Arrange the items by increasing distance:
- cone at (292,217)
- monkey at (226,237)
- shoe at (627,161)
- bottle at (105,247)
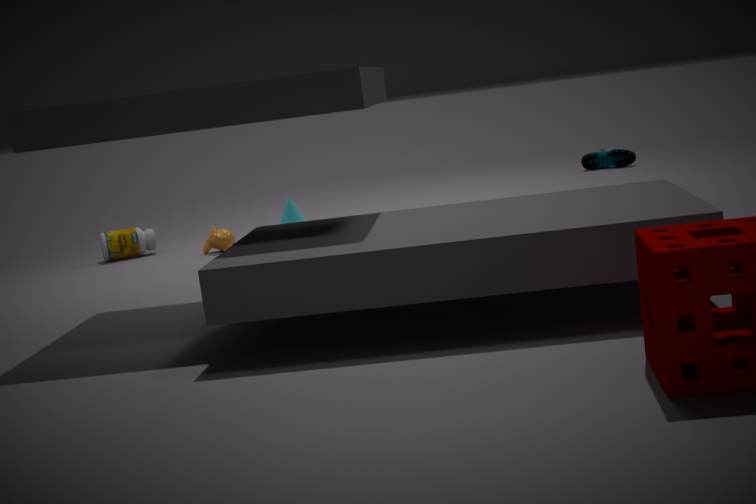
1. monkey at (226,237)
2. bottle at (105,247)
3. cone at (292,217)
4. shoe at (627,161)
